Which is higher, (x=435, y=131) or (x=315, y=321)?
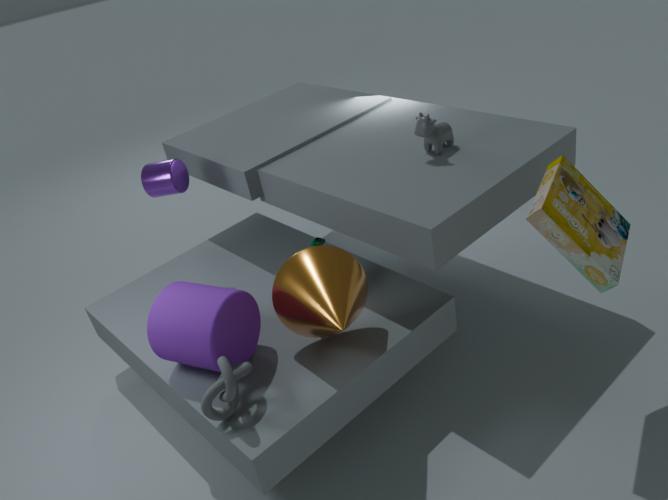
(x=435, y=131)
